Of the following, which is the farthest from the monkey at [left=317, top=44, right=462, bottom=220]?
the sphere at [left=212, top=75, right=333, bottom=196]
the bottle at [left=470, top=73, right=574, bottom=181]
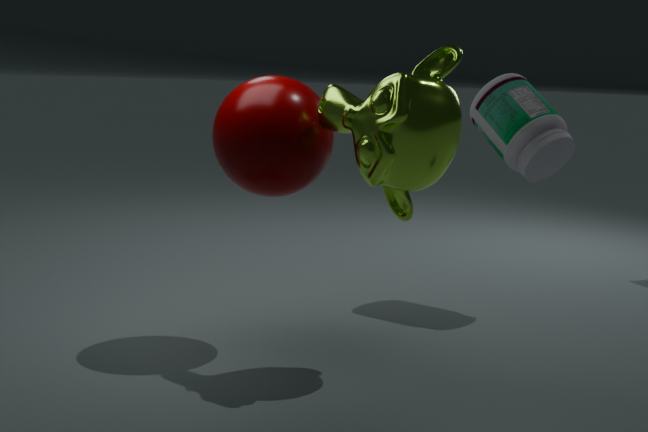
the bottle at [left=470, top=73, right=574, bottom=181]
